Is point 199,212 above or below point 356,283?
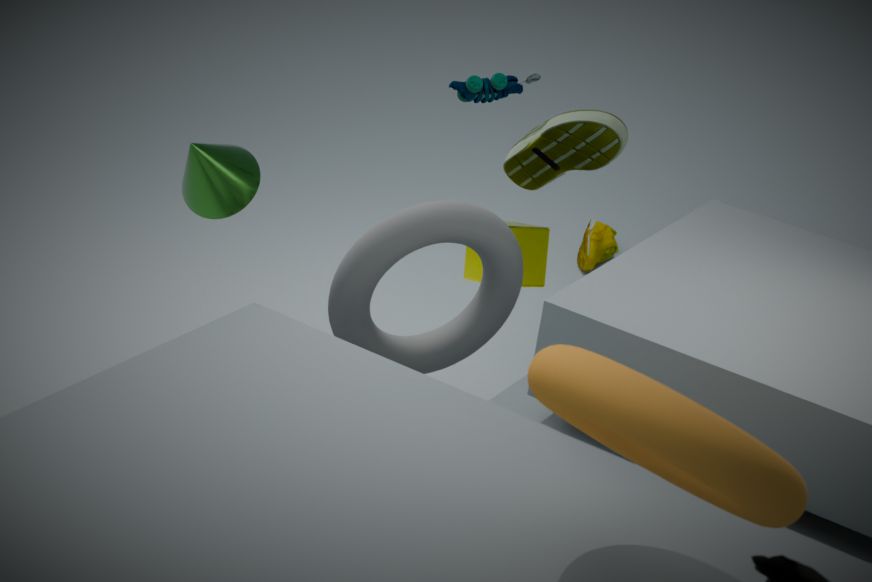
above
